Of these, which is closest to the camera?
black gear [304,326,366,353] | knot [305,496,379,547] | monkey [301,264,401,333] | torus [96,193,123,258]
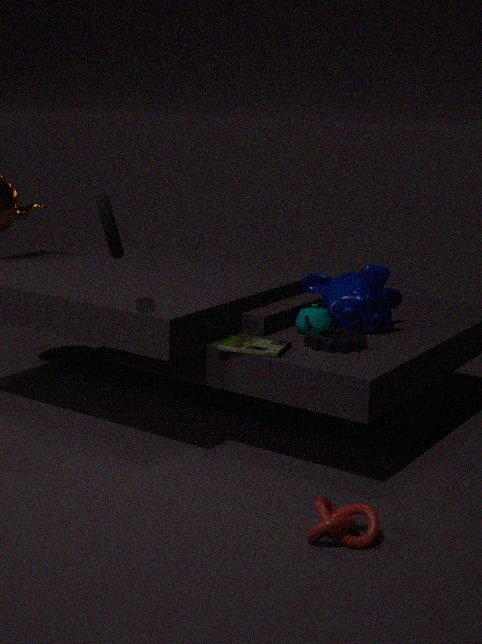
knot [305,496,379,547]
